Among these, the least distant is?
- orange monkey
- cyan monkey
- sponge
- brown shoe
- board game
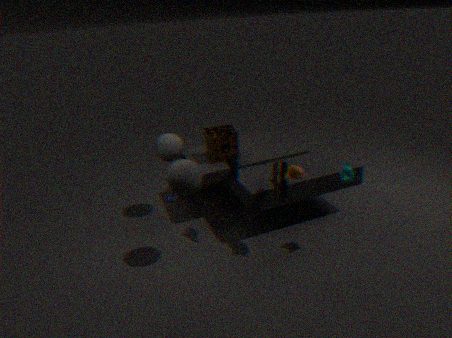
orange monkey
